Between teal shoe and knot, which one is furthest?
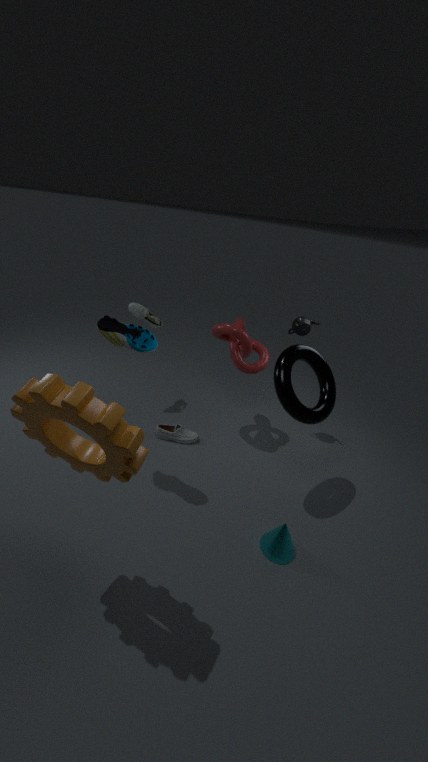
knot
